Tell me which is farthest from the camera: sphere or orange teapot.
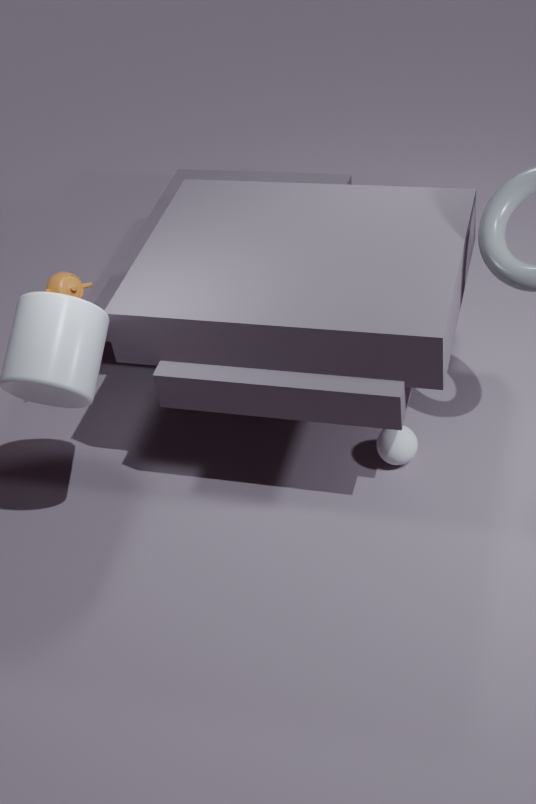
orange teapot
